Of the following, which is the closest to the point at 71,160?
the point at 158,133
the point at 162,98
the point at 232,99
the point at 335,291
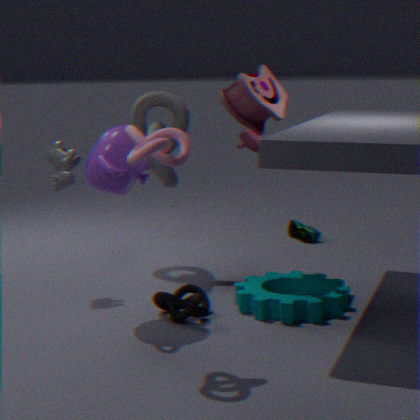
the point at 162,98
